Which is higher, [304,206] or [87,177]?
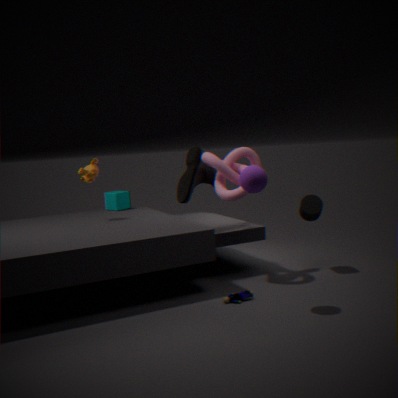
[87,177]
